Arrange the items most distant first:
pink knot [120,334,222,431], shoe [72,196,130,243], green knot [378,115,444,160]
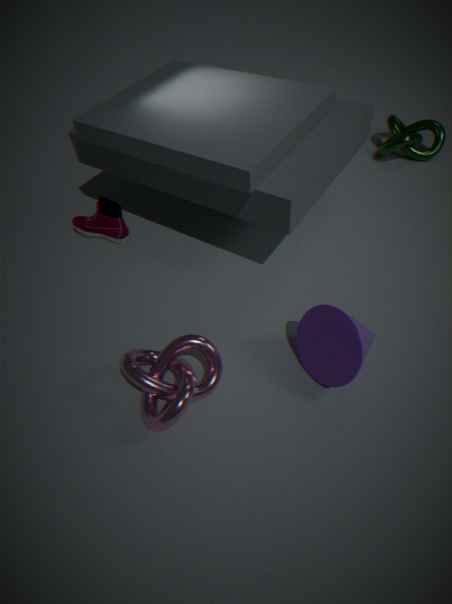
green knot [378,115,444,160], shoe [72,196,130,243], pink knot [120,334,222,431]
